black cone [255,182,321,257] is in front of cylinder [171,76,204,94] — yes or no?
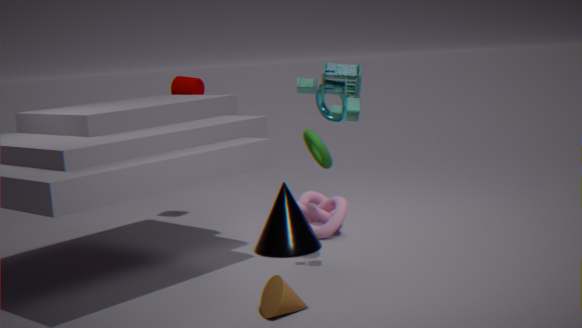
Yes
